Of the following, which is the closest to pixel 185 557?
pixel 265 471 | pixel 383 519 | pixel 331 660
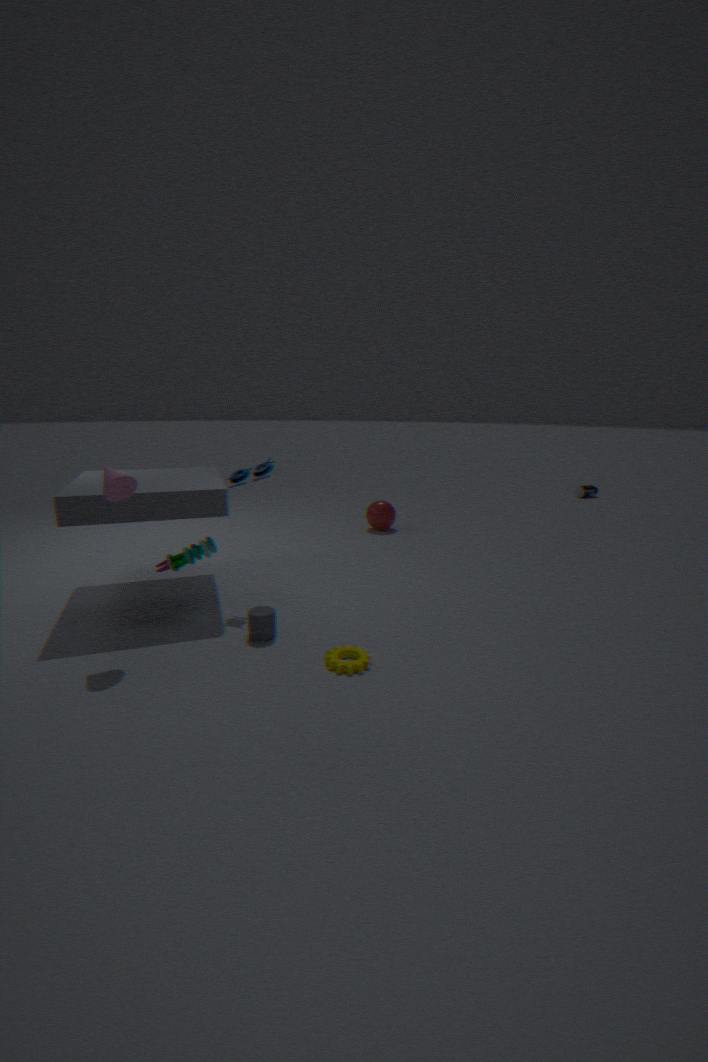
pixel 265 471
